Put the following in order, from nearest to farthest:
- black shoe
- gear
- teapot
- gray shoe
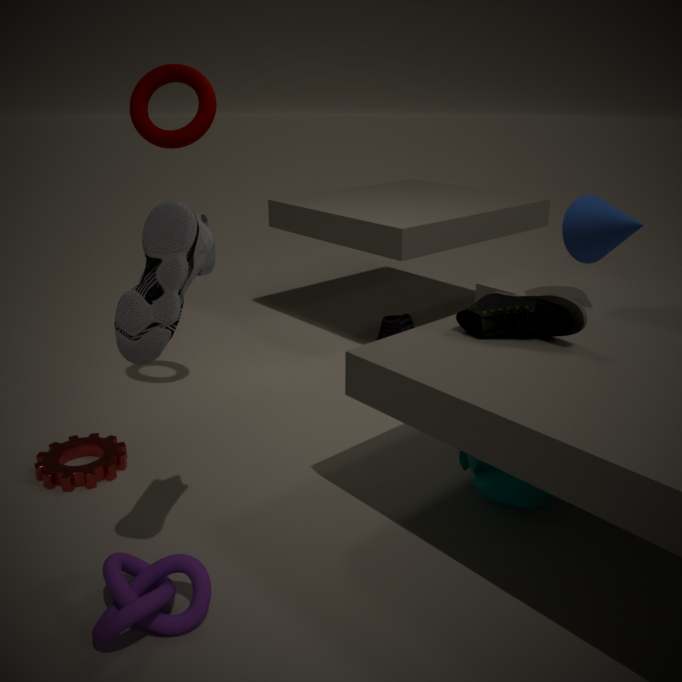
gray shoe
teapot
gear
black shoe
